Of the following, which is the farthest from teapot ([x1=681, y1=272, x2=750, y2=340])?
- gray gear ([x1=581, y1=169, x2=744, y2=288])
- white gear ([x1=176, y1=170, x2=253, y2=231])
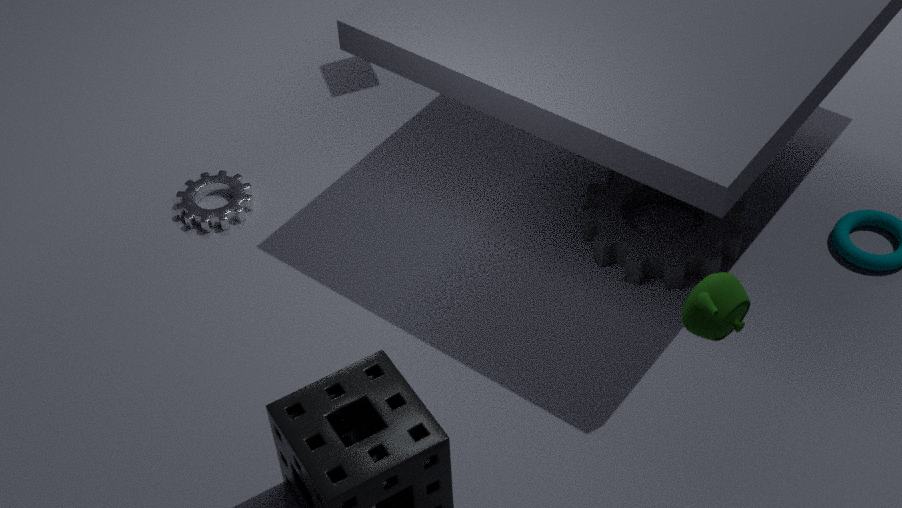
white gear ([x1=176, y1=170, x2=253, y2=231])
